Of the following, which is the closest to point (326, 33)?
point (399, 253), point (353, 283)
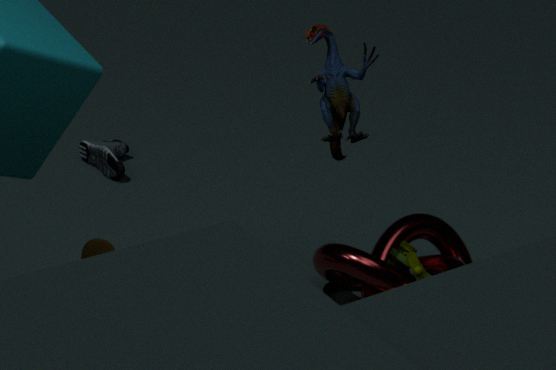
point (399, 253)
